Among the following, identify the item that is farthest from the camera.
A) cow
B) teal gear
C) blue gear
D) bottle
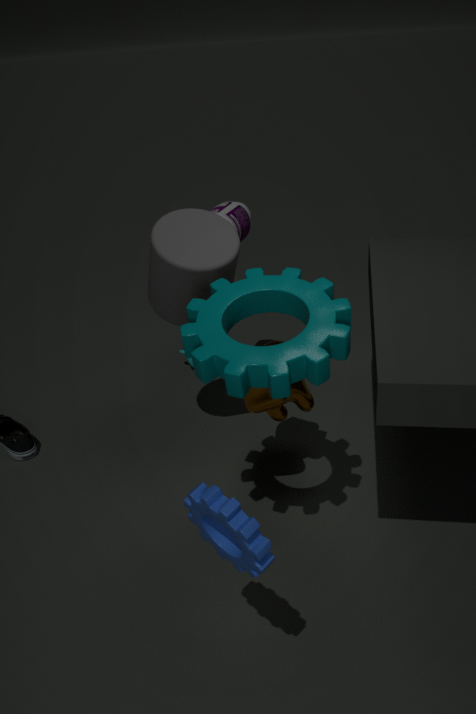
bottle
